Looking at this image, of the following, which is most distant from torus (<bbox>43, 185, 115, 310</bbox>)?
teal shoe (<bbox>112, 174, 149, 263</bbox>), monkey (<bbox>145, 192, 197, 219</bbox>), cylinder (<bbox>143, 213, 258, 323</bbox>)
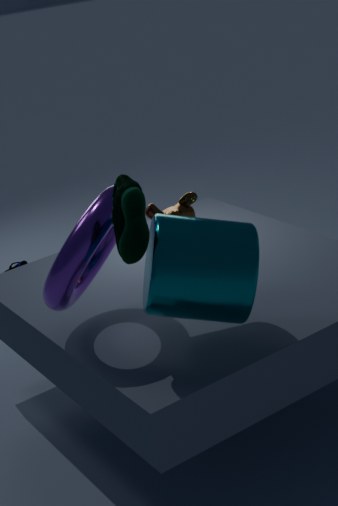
cylinder (<bbox>143, 213, 258, 323</bbox>)
